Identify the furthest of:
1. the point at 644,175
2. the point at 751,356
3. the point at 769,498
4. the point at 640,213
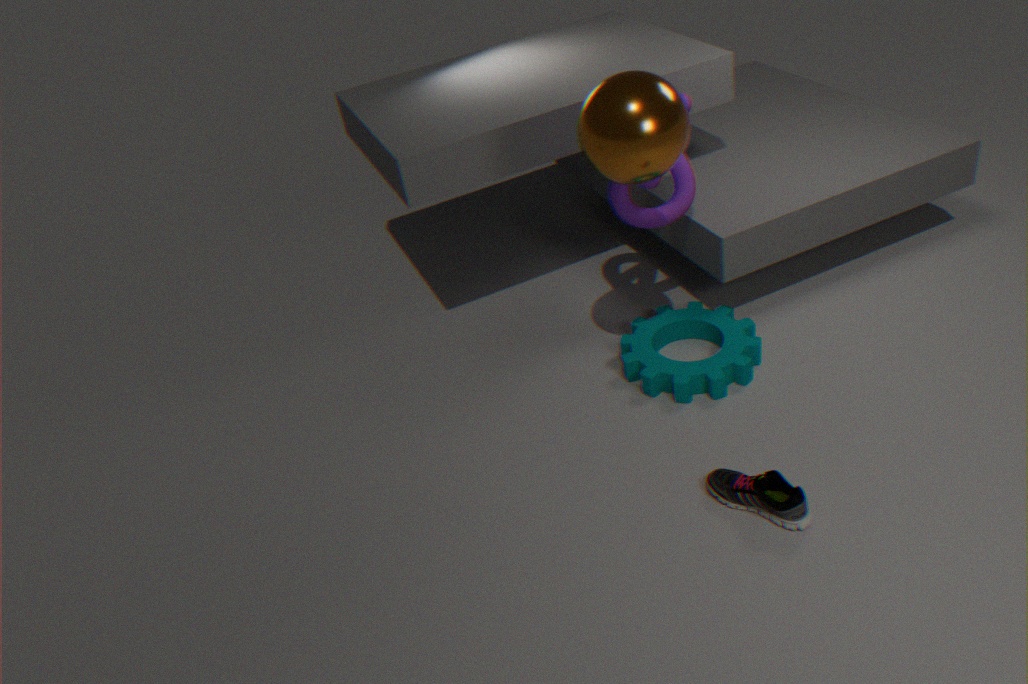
the point at 640,213
